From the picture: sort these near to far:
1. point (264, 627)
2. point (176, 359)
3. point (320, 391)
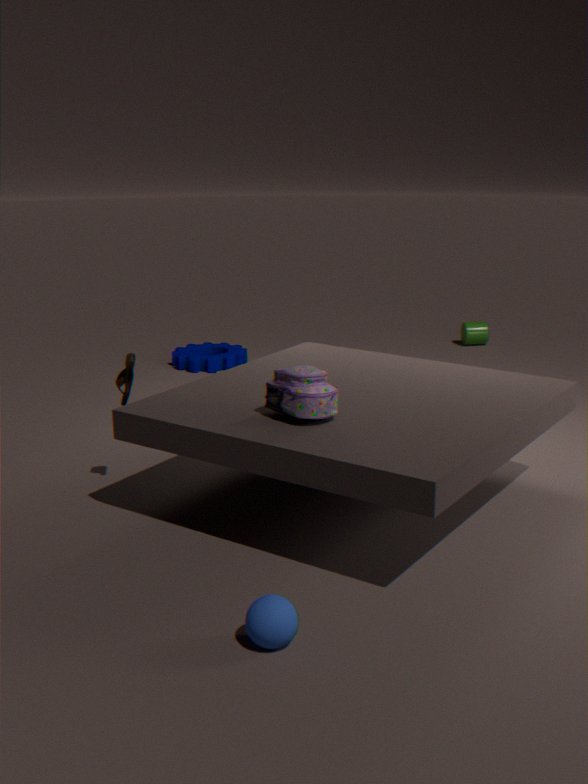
point (264, 627)
point (320, 391)
point (176, 359)
